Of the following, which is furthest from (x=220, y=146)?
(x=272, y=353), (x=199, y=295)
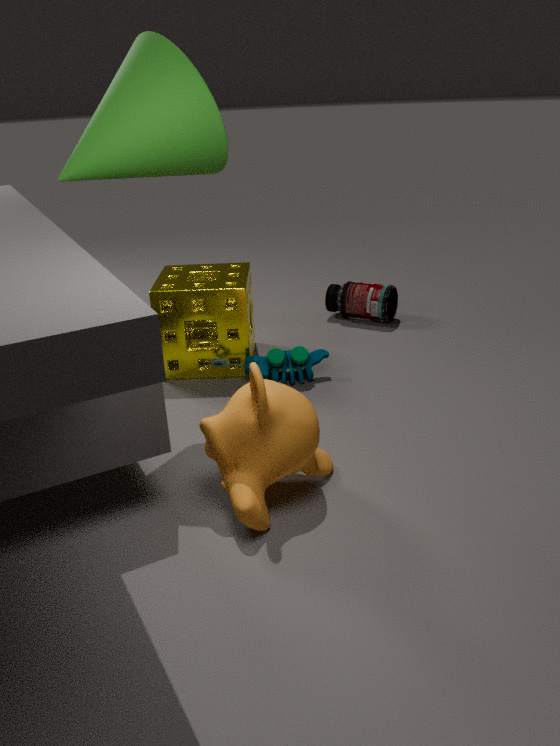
(x=272, y=353)
